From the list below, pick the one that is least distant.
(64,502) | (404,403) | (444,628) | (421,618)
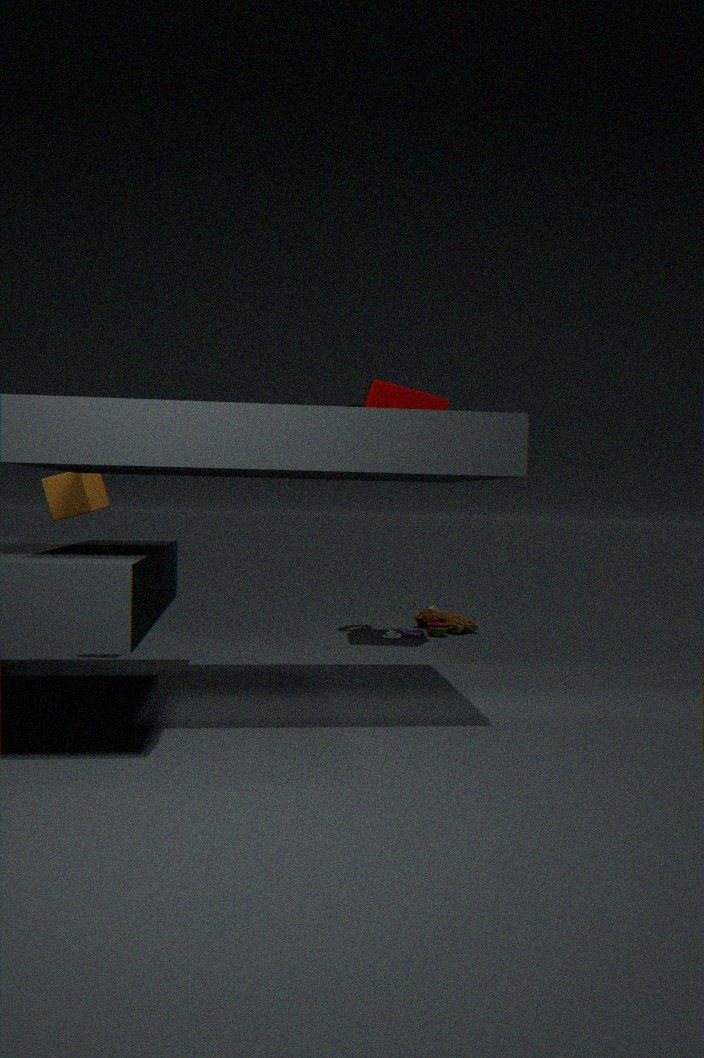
(64,502)
